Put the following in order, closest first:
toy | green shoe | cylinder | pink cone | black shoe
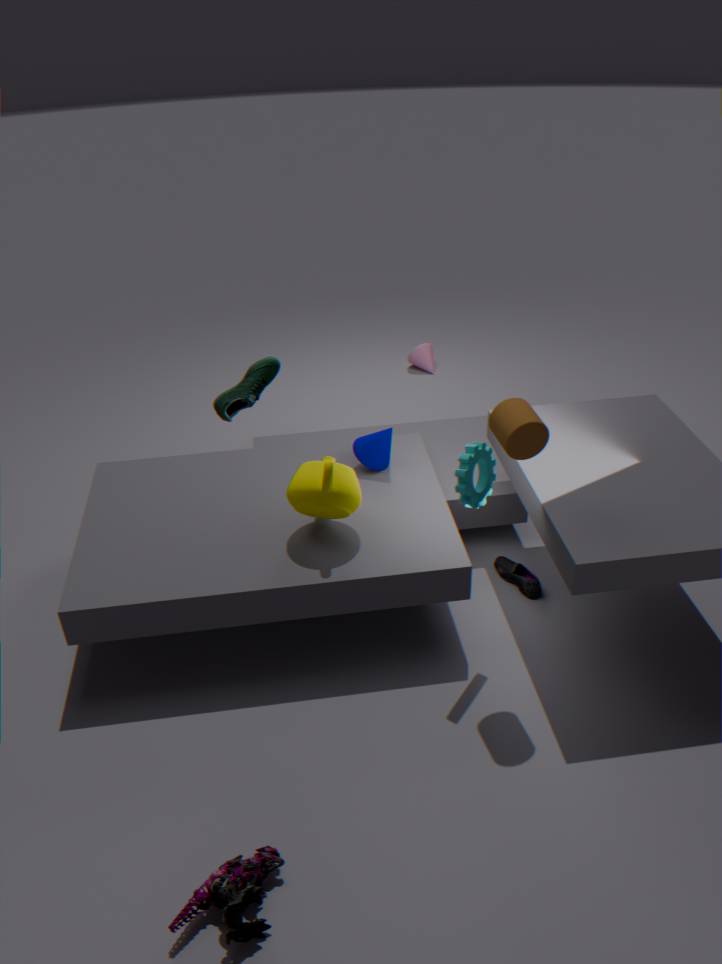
toy, cylinder, black shoe, green shoe, pink cone
